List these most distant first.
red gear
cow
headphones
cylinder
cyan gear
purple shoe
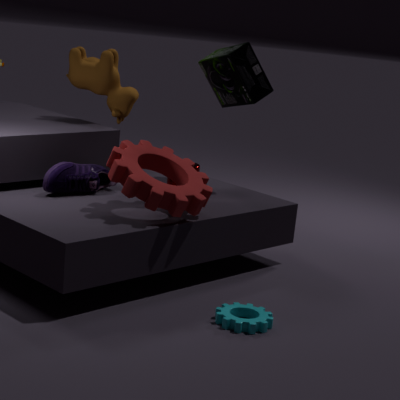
cow < headphones < cylinder < purple shoe < red gear < cyan gear
